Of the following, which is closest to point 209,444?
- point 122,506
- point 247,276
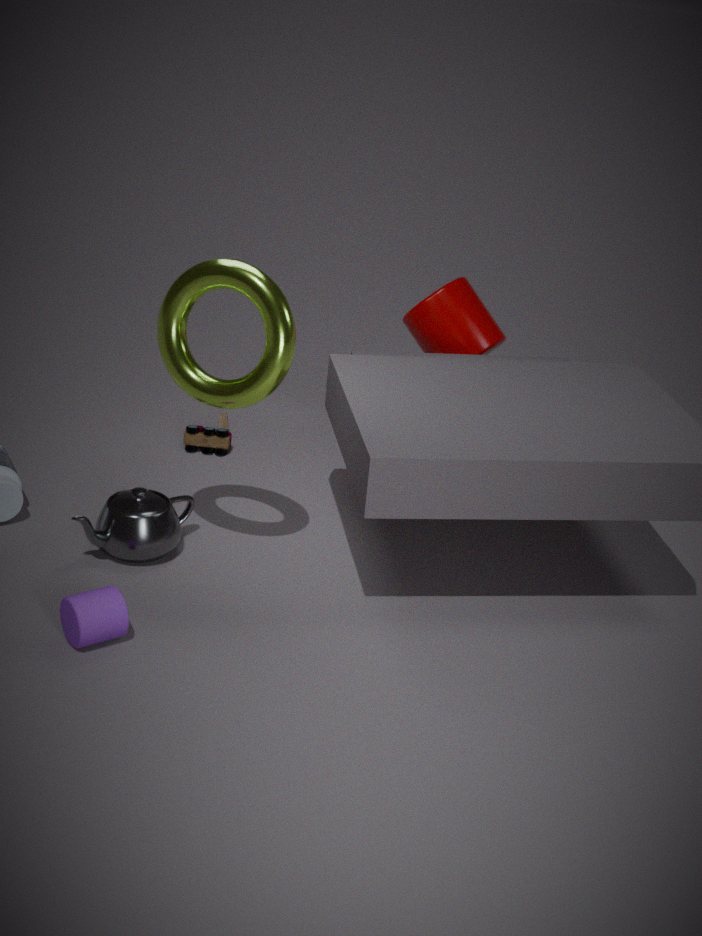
point 122,506
